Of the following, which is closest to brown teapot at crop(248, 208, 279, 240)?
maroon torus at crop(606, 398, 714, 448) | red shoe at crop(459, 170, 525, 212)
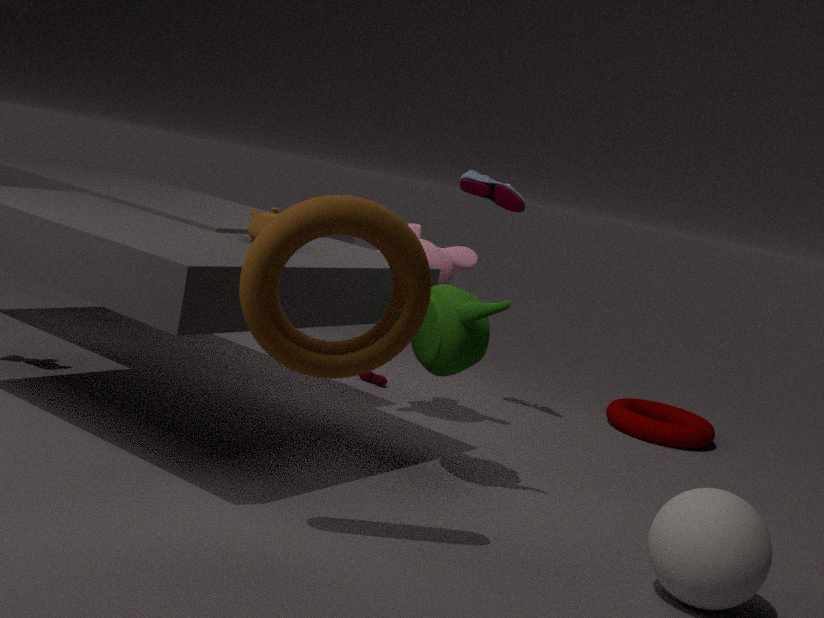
red shoe at crop(459, 170, 525, 212)
